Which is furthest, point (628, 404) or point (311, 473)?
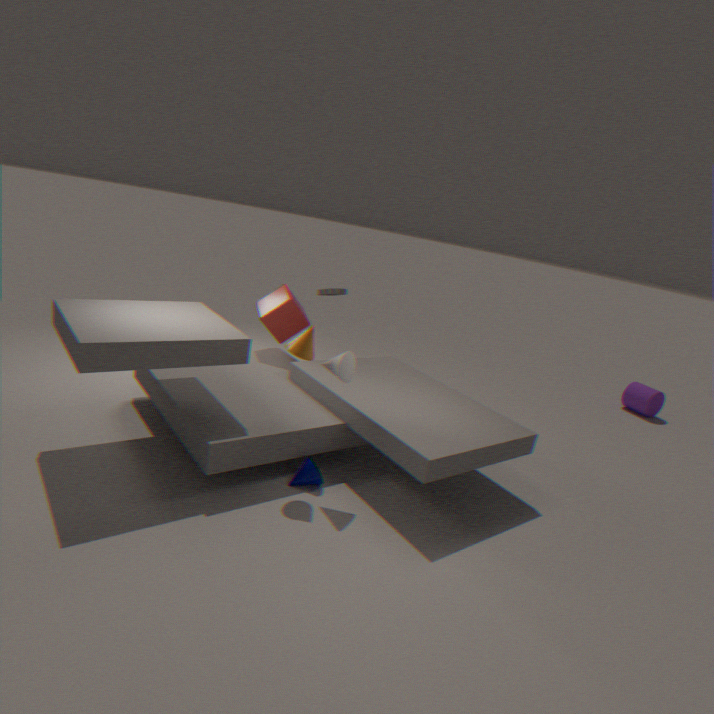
point (628, 404)
